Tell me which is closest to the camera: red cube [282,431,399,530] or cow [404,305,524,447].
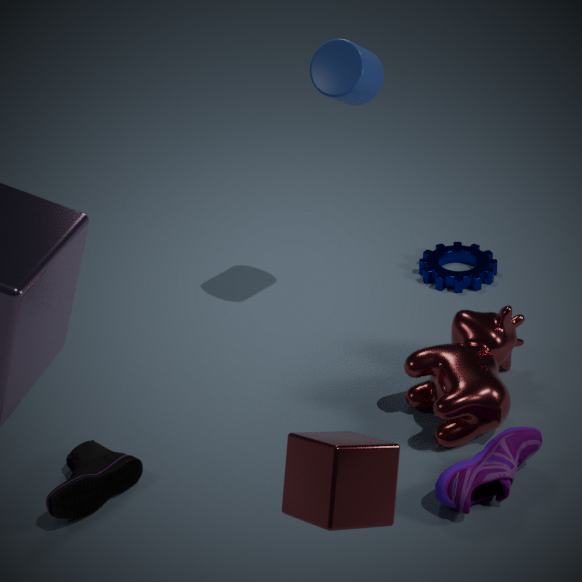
red cube [282,431,399,530]
